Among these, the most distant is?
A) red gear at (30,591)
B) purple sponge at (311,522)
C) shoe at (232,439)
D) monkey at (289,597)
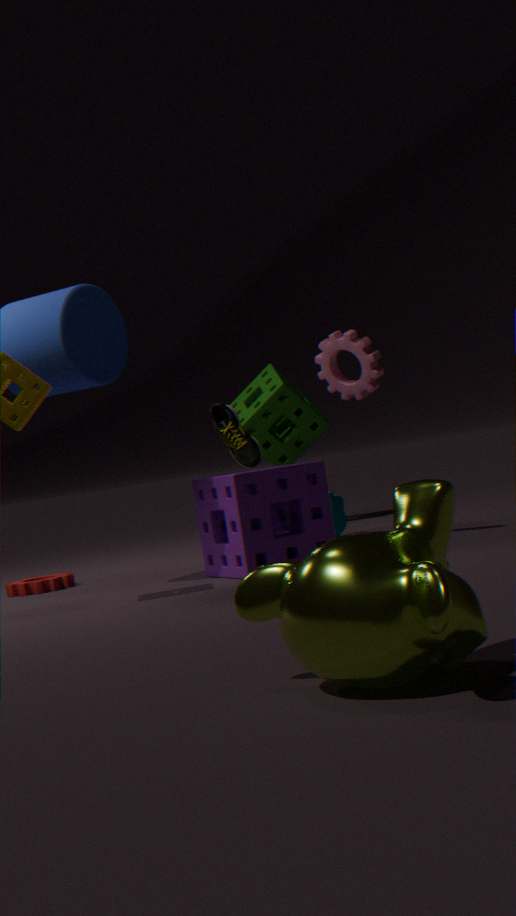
shoe at (232,439)
